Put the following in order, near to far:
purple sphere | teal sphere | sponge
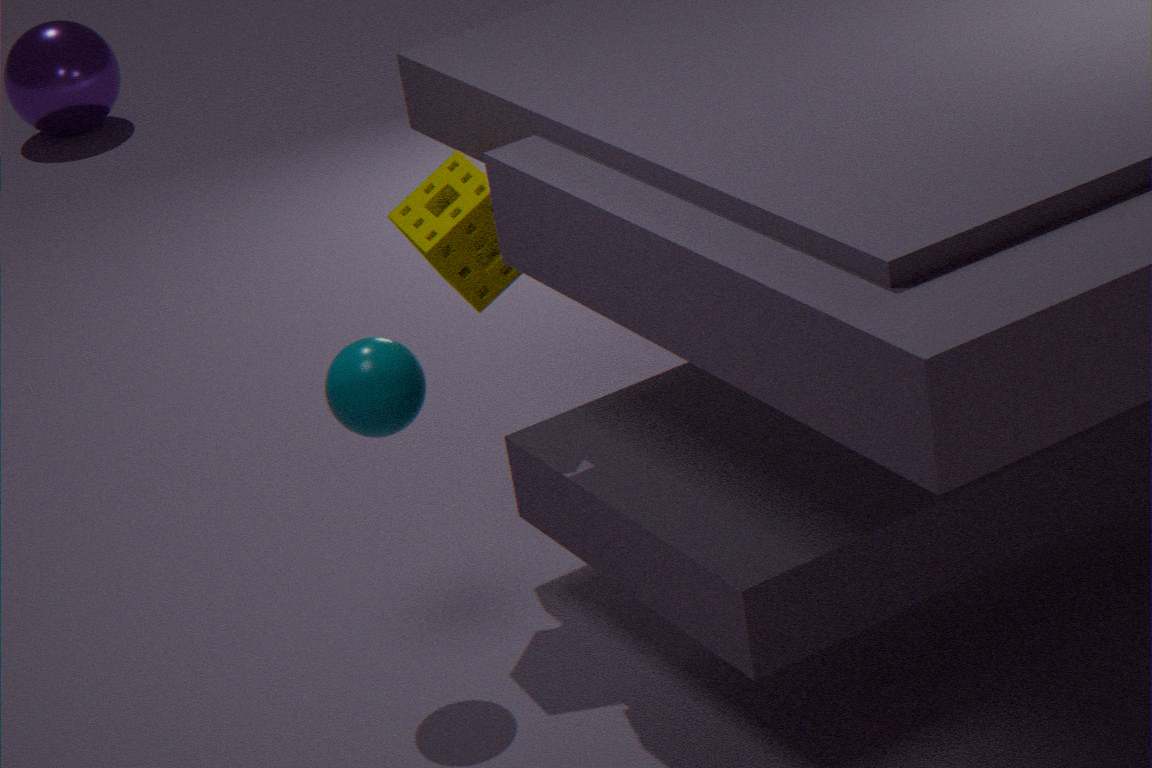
teal sphere < sponge < purple sphere
